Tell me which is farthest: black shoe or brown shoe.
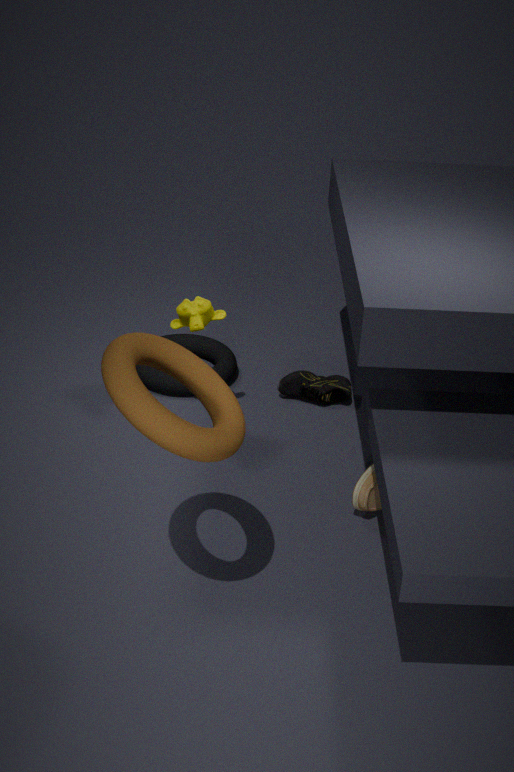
black shoe
